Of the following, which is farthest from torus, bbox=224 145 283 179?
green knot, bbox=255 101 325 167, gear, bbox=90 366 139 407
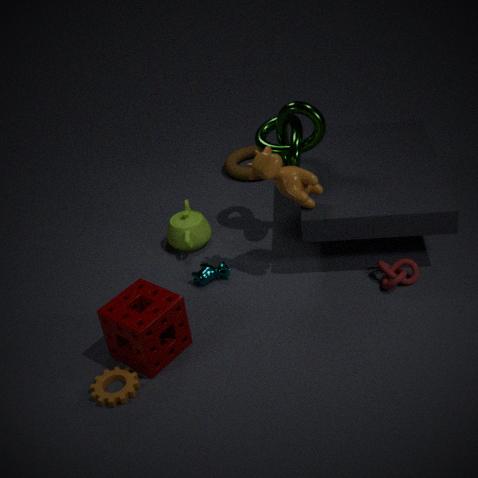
gear, bbox=90 366 139 407
